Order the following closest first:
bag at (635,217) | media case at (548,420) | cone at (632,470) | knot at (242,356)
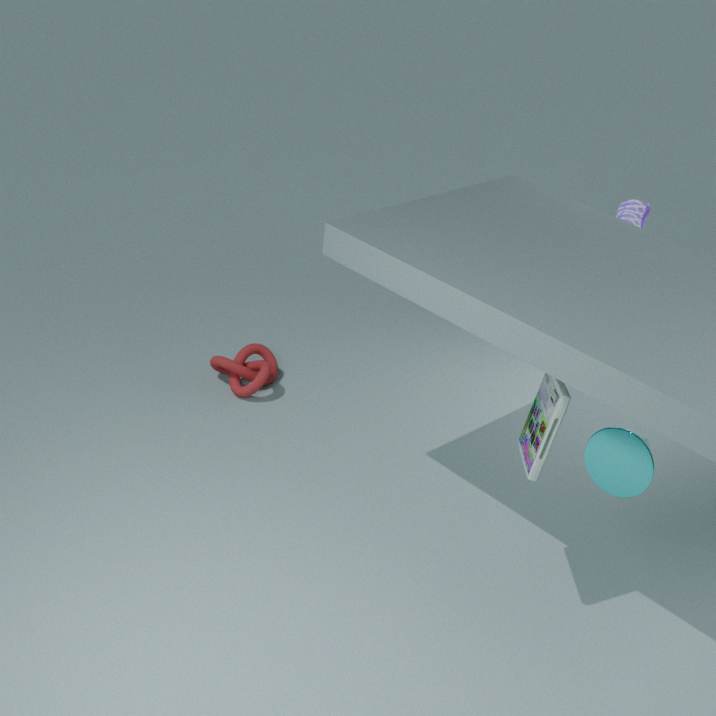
media case at (548,420) → cone at (632,470) → bag at (635,217) → knot at (242,356)
